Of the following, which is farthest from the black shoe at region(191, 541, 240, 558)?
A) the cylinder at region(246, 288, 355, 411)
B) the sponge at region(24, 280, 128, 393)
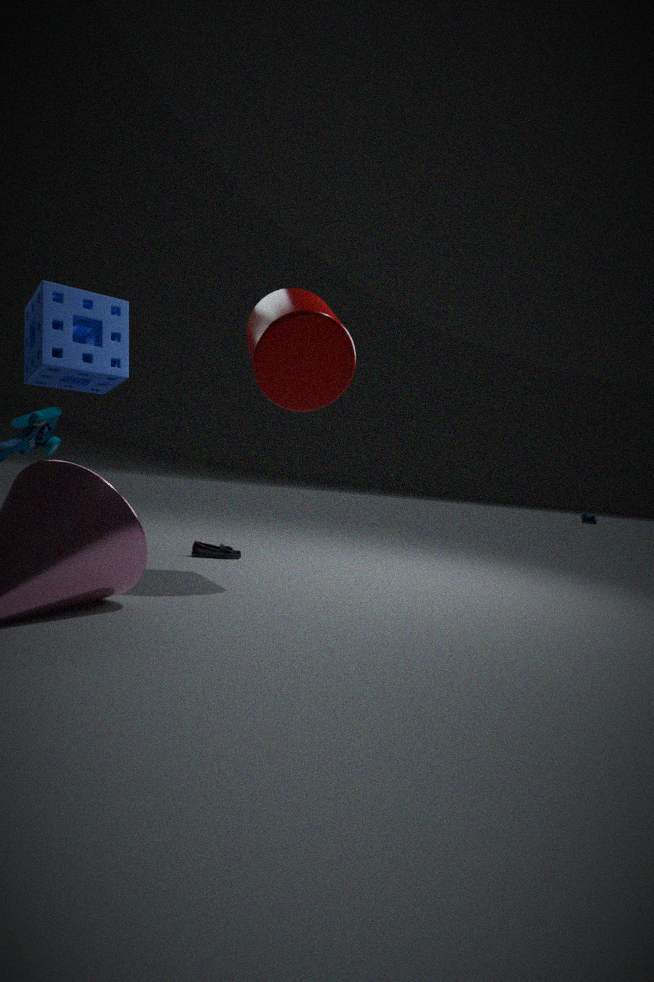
the cylinder at region(246, 288, 355, 411)
